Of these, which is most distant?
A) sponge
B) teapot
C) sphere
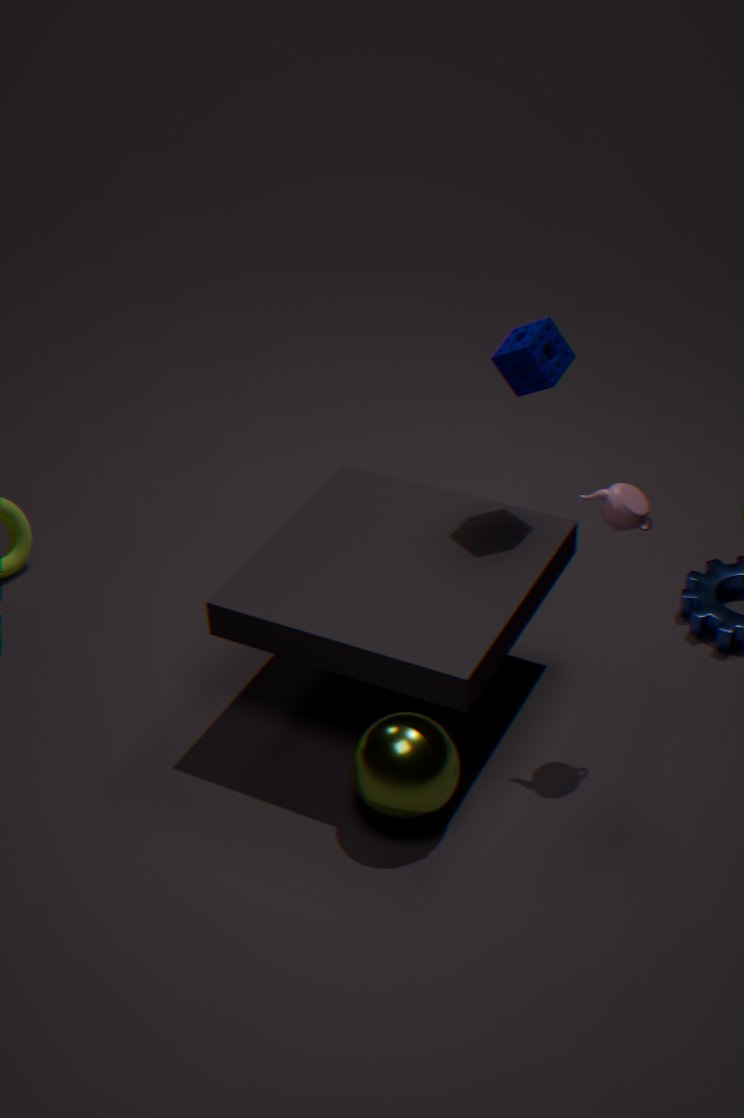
sponge
